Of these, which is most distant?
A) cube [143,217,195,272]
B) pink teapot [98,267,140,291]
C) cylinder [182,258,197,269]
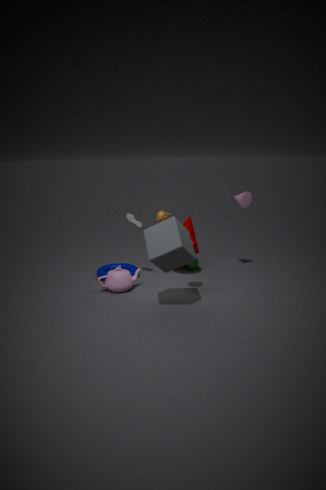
cylinder [182,258,197,269]
